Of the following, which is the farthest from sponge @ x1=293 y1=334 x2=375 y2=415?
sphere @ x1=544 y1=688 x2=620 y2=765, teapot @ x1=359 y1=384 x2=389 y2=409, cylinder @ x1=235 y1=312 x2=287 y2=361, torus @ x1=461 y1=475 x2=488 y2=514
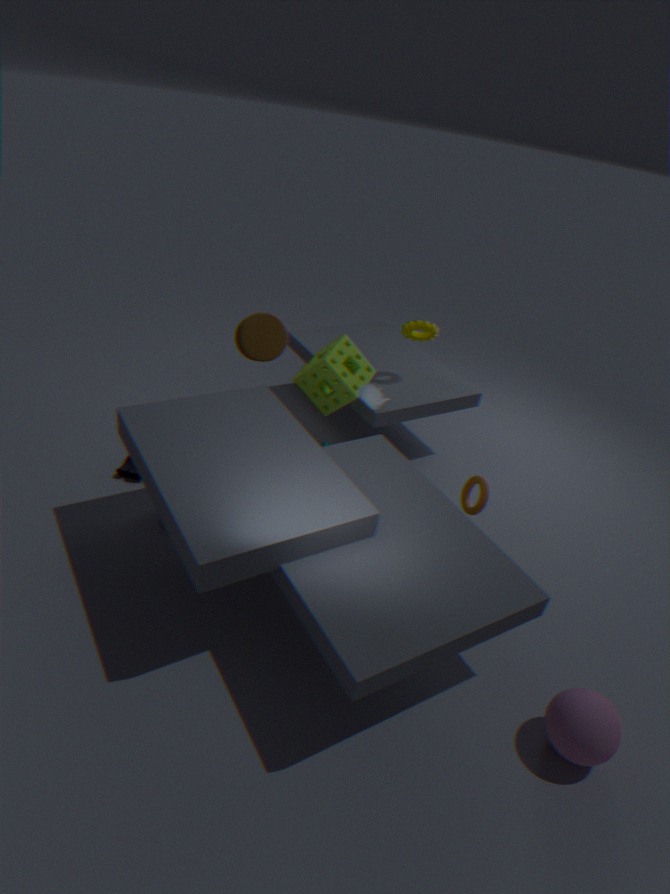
sphere @ x1=544 y1=688 x2=620 y2=765
